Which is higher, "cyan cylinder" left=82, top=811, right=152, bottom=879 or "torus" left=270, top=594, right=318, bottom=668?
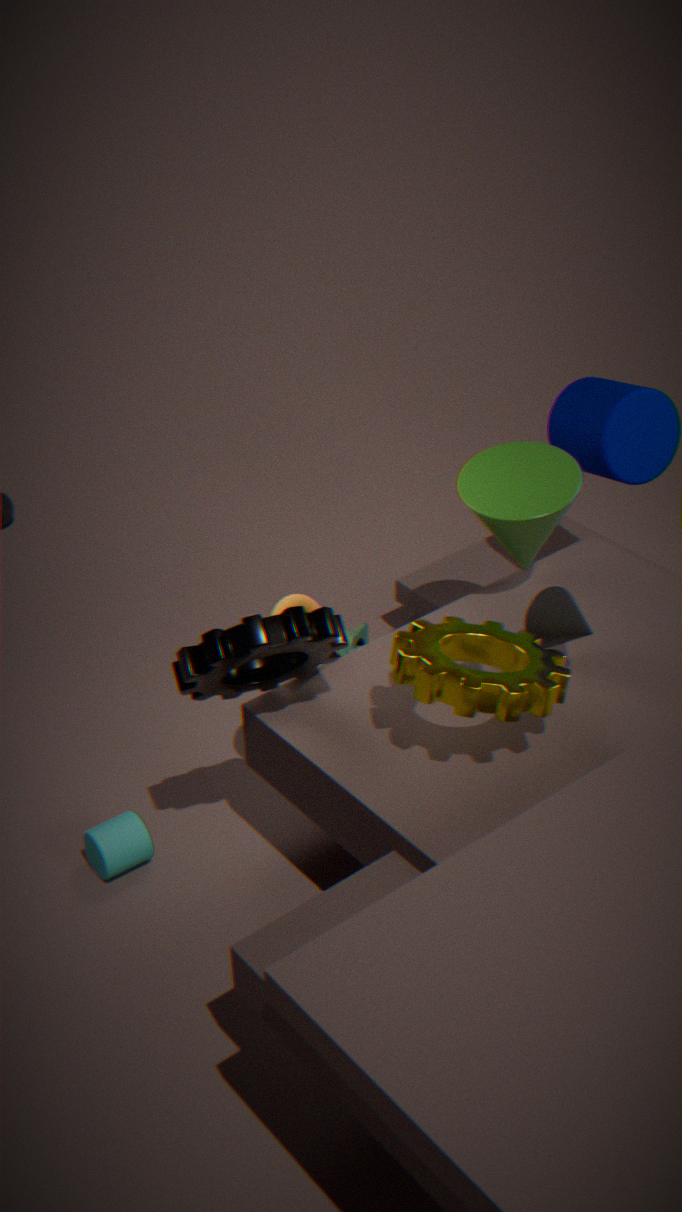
"torus" left=270, top=594, right=318, bottom=668
